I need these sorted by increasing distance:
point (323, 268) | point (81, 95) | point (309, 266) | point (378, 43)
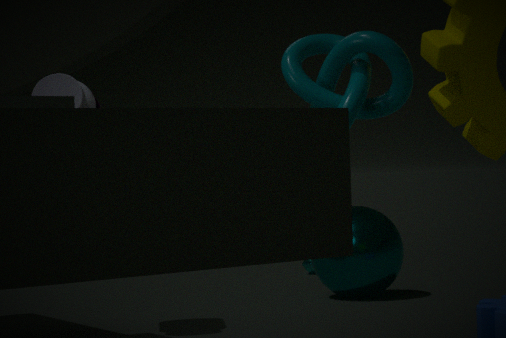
point (378, 43) < point (81, 95) < point (323, 268) < point (309, 266)
